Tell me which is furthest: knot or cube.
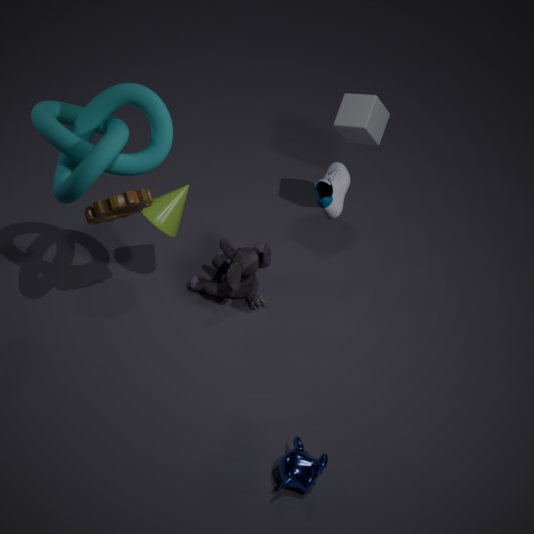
cube
